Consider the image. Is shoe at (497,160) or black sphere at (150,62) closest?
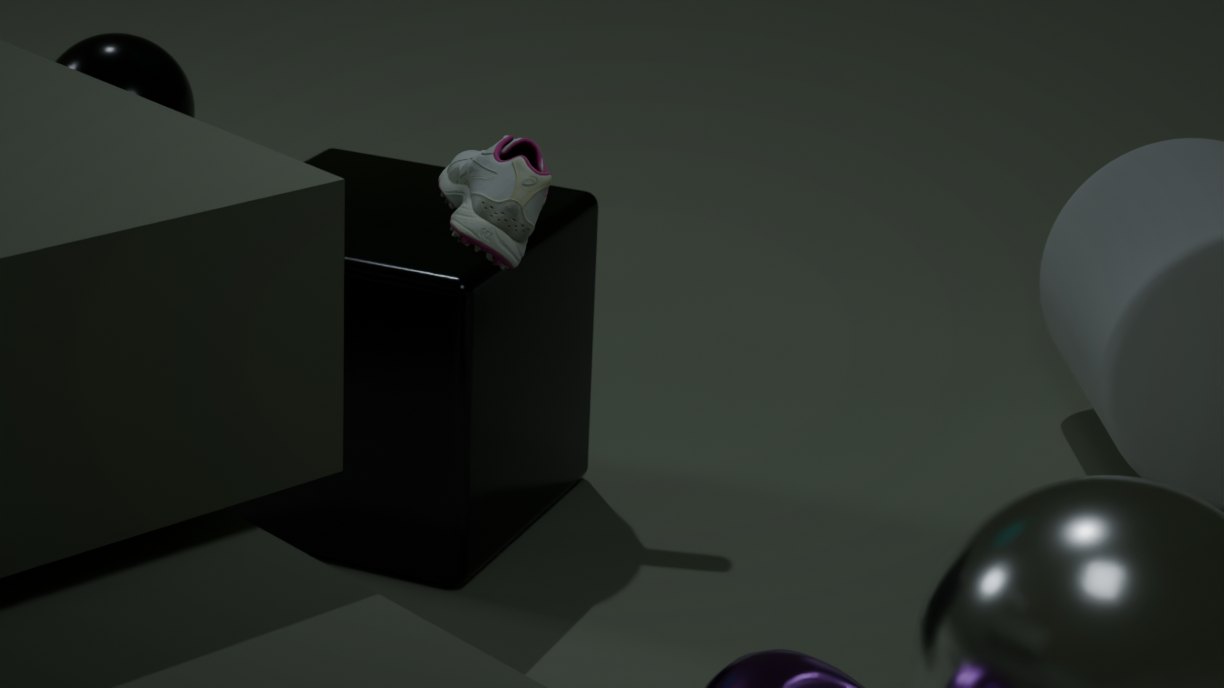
shoe at (497,160)
